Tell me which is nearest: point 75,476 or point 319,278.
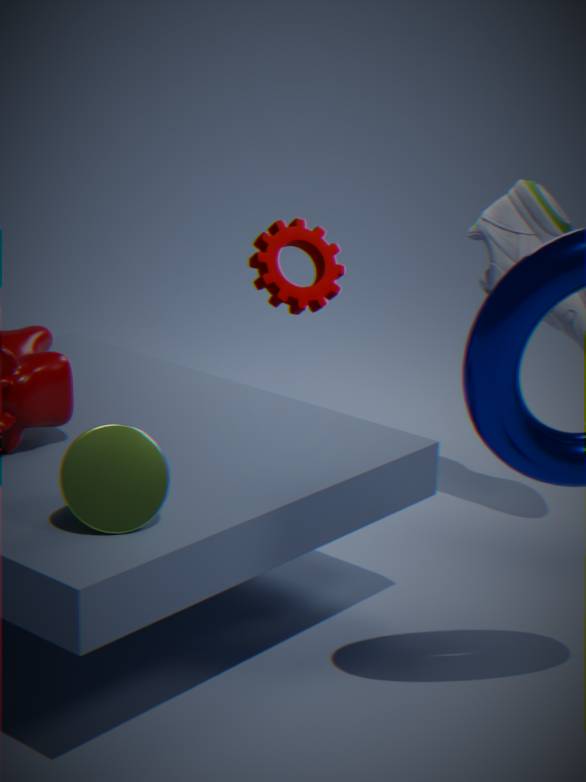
point 75,476
